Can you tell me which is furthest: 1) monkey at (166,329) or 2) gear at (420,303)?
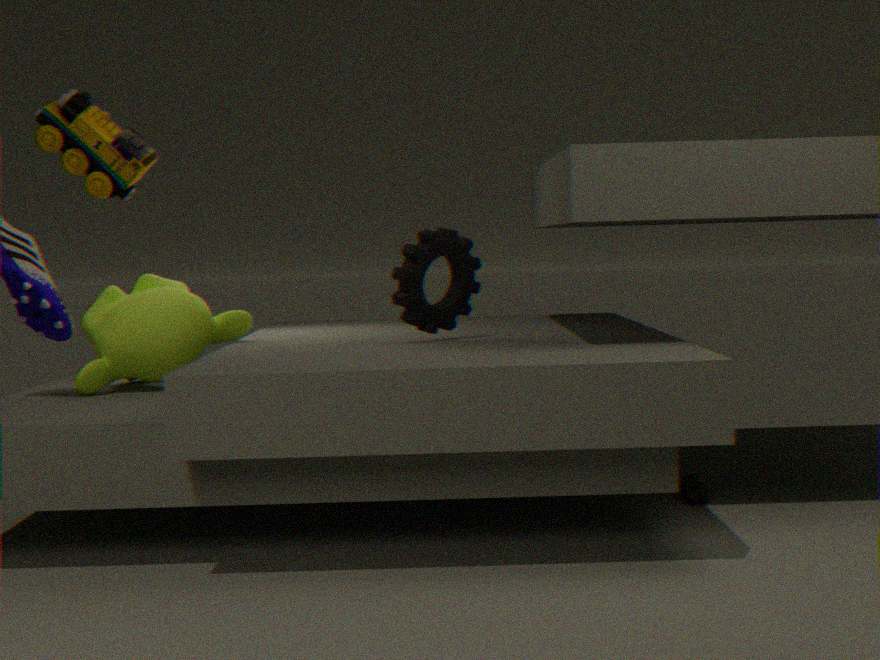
1. monkey at (166,329)
